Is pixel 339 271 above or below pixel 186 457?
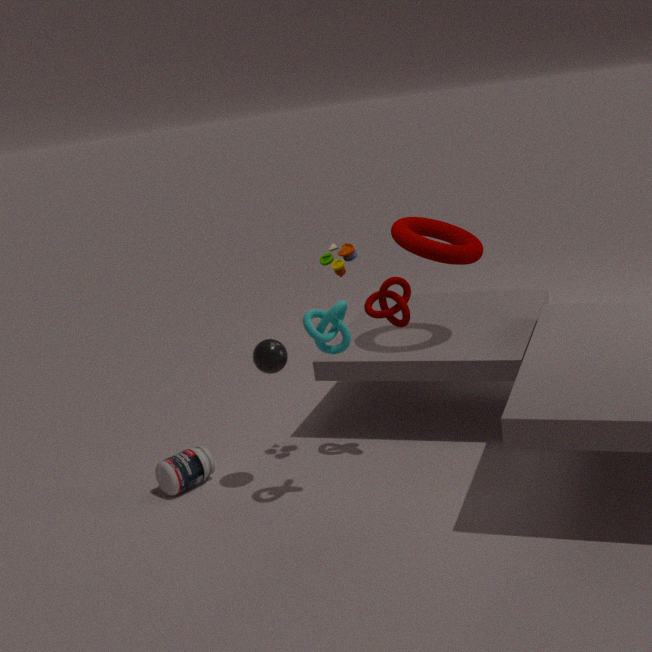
above
